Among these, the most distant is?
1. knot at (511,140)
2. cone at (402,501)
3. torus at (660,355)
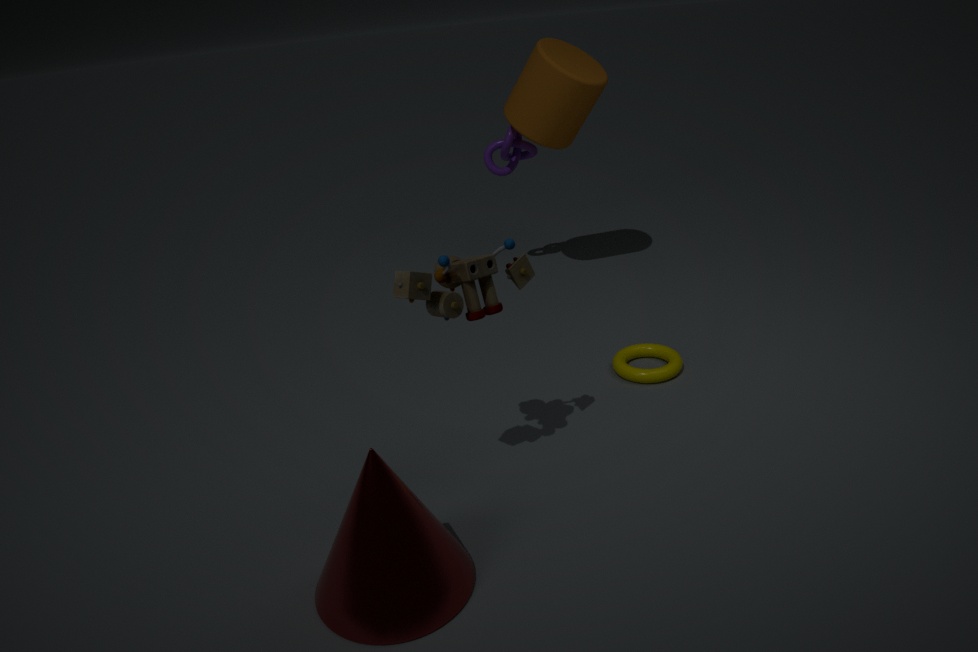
knot at (511,140)
